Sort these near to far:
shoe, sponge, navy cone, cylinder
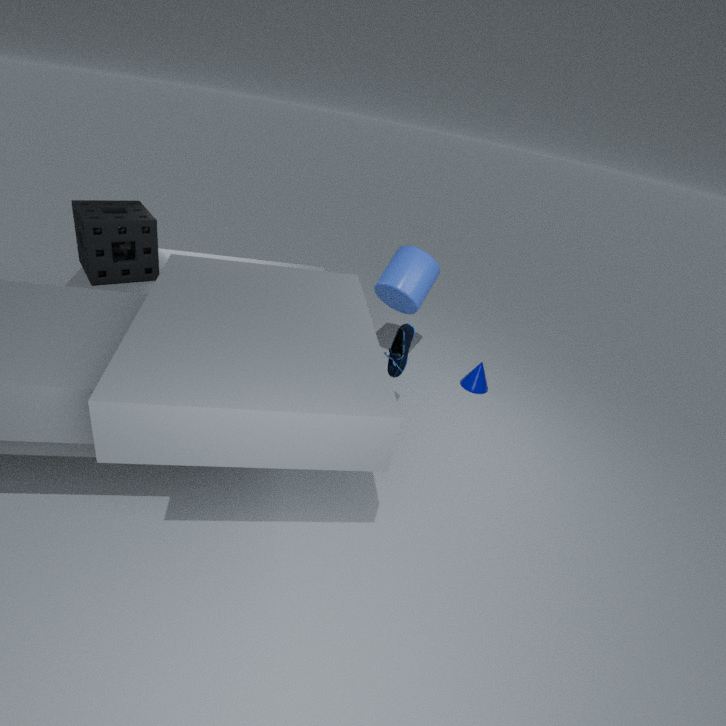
sponge
shoe
cylinder
navy cone
